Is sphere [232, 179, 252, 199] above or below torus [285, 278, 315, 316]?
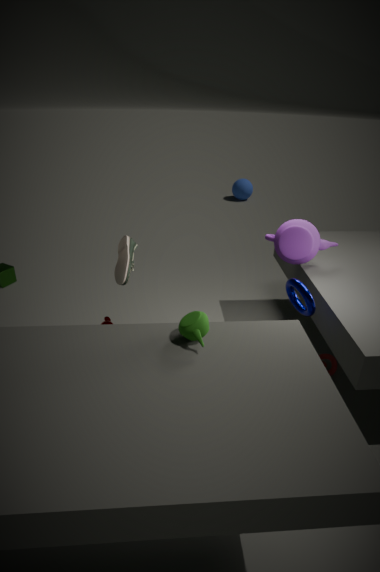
below
